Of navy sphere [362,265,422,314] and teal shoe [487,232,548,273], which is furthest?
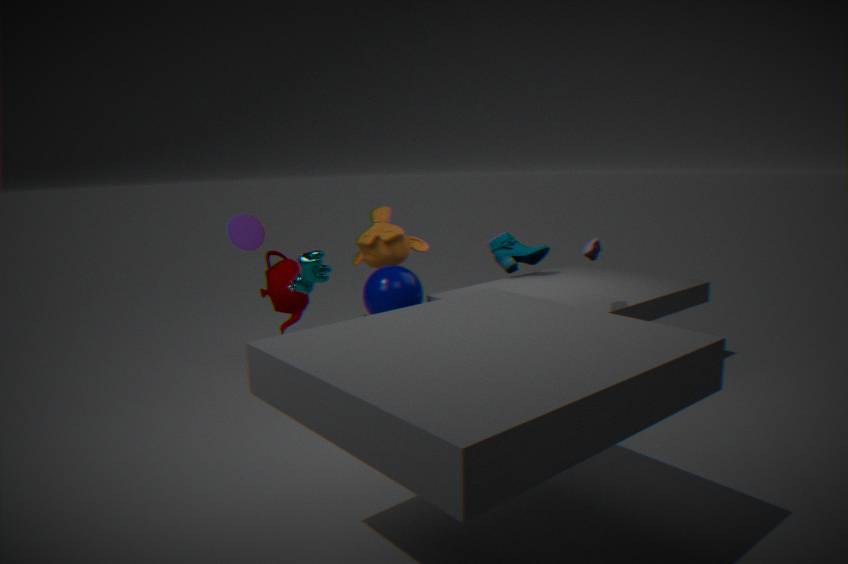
teal shoe [487,232,548,273]
